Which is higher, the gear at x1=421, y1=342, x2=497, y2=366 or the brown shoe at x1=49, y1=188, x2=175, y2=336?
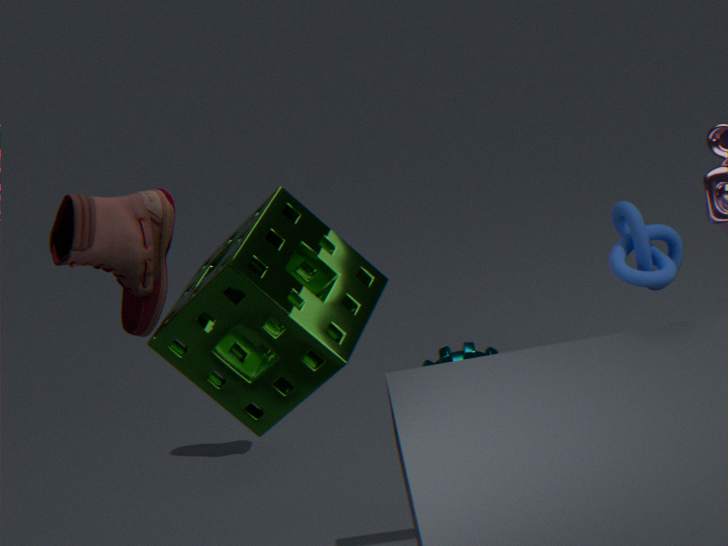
the brown shoe at x1=49, y1=188, x2=175, y2=336
